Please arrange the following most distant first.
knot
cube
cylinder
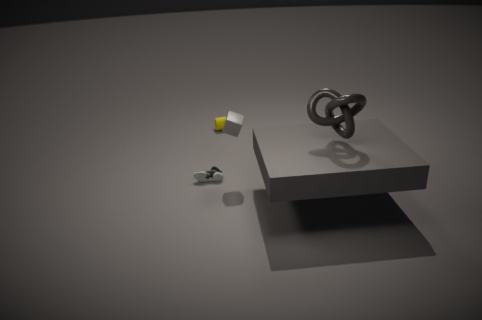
cylinder
cube
knot
